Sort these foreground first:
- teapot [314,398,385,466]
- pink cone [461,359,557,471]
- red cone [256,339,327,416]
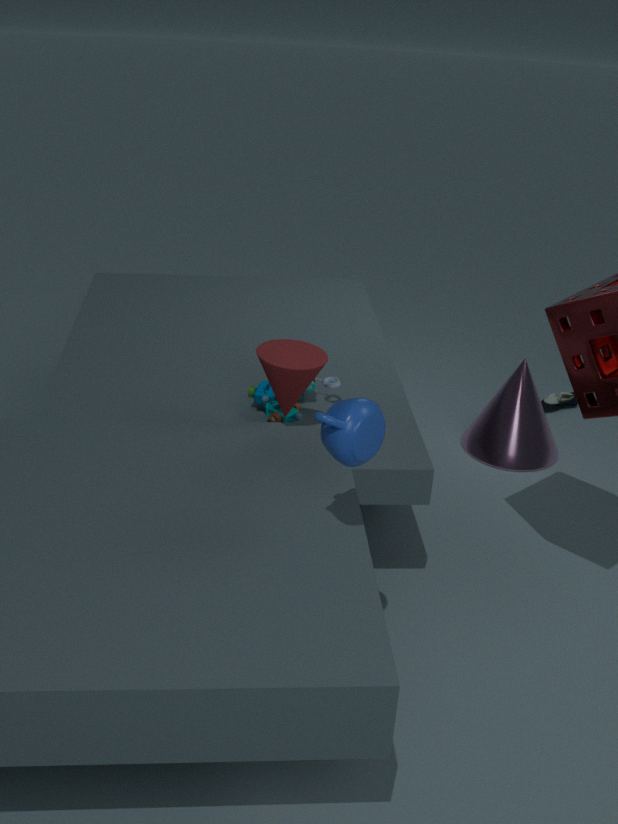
teapot [314,398,385,466], red cone [256,339,327,416], pink cone [461,359,557,471]
